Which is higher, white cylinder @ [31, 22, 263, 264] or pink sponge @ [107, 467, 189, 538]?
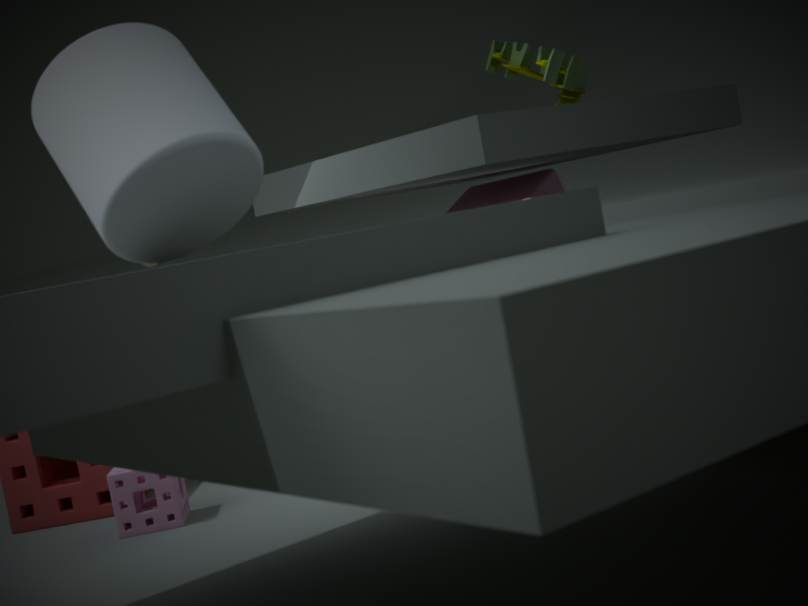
white cylinder @ [31, 22, 263, 264]
